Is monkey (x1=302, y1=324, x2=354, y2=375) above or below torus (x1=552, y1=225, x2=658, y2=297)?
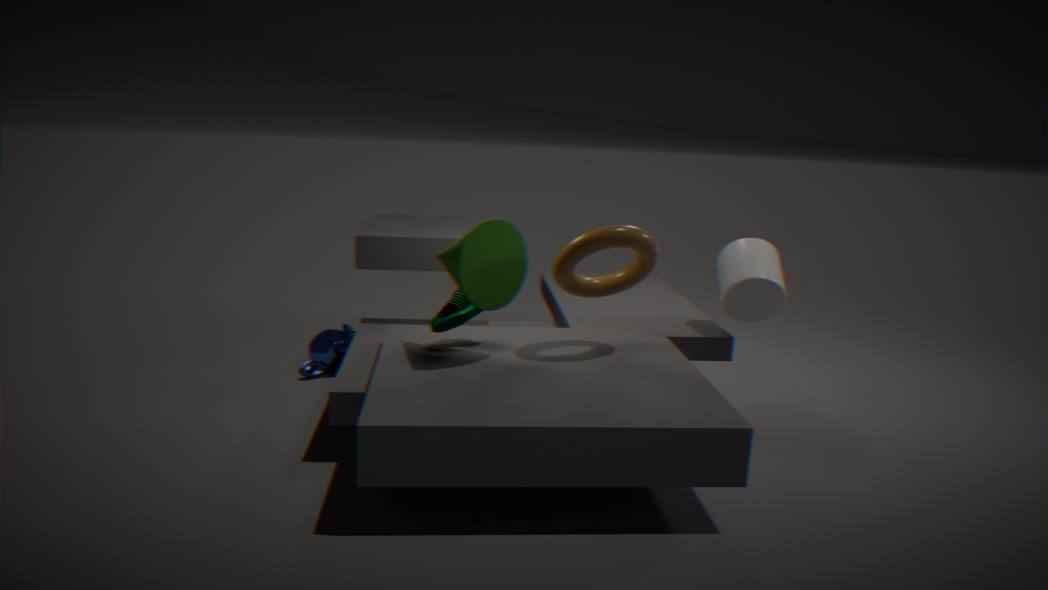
below
